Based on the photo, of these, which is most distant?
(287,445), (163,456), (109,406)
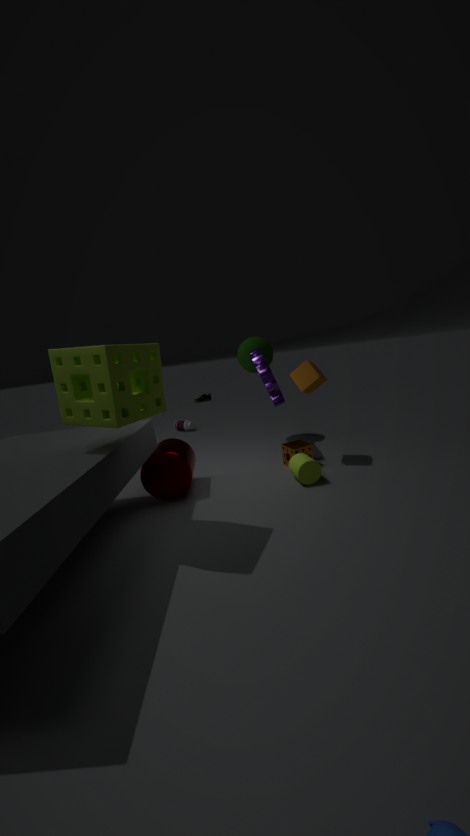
(287,445)
